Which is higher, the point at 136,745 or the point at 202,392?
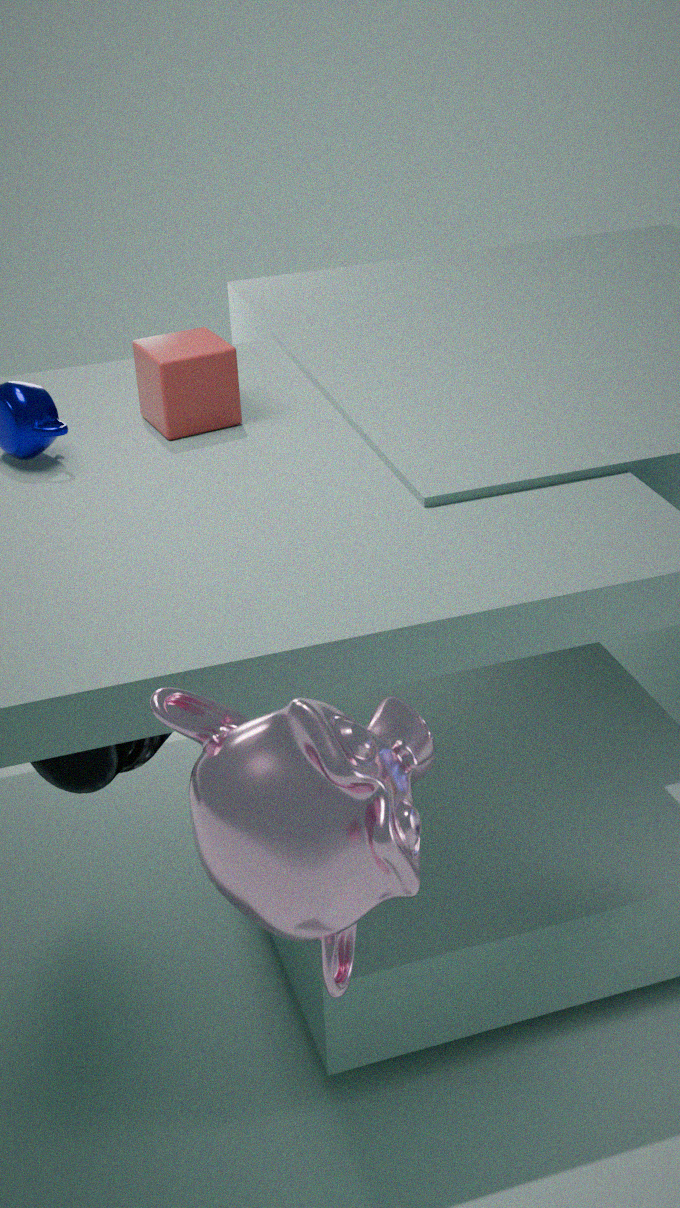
the point at 202,392
